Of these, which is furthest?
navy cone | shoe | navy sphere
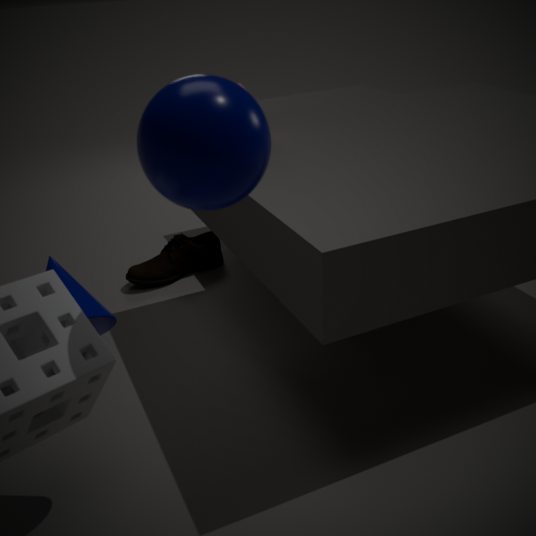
shoe
